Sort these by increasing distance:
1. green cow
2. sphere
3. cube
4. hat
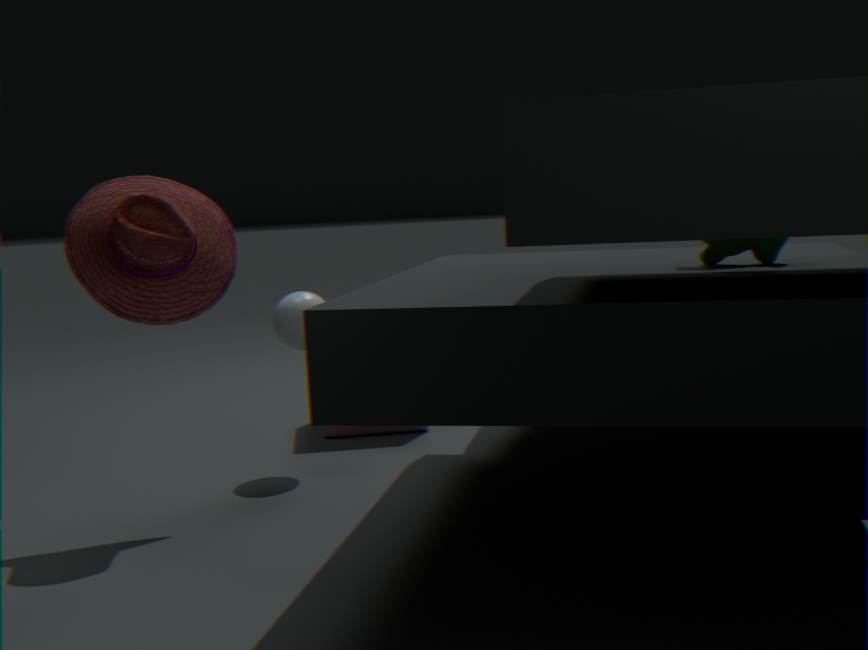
green cow, hat, sphere, cube
